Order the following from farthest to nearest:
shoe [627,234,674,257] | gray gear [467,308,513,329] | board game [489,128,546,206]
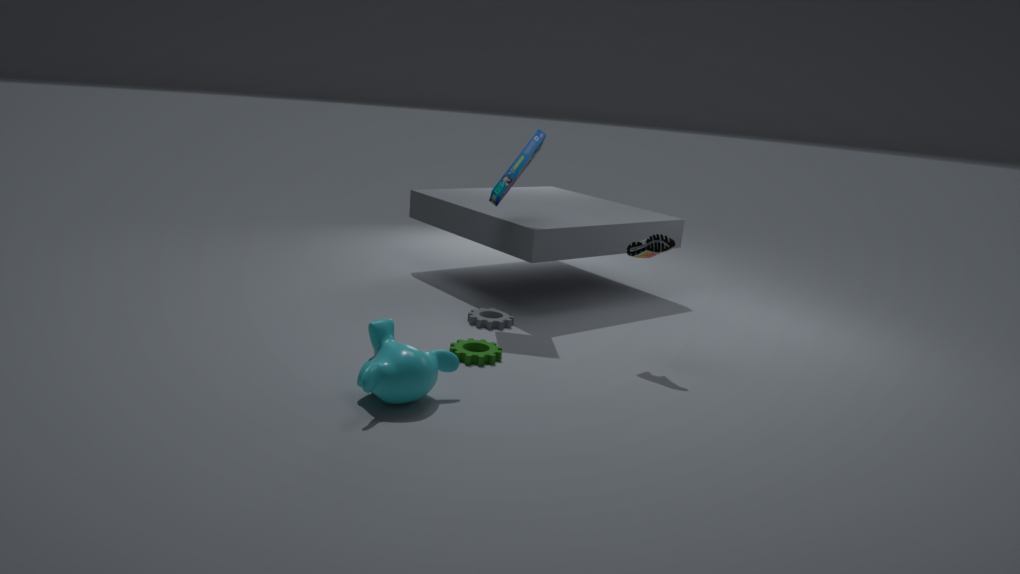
gray gear [467,308,513,329] < board game [489,128,546,206] < shoe [627,234,674,257]
